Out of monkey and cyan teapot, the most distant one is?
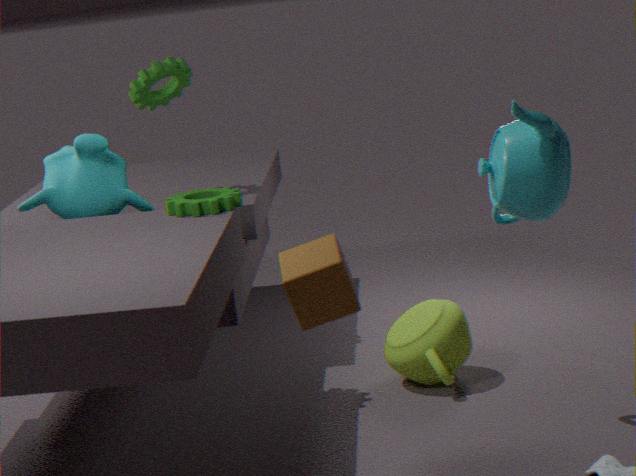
monkey
